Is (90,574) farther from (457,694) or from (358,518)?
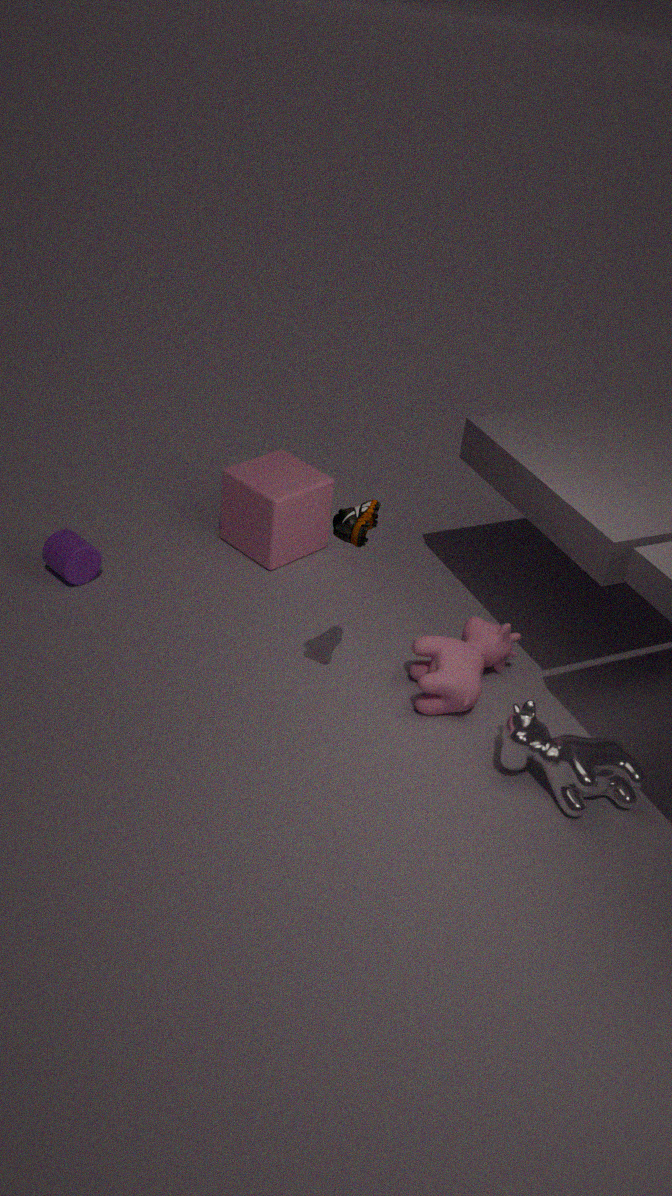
(457,694)
